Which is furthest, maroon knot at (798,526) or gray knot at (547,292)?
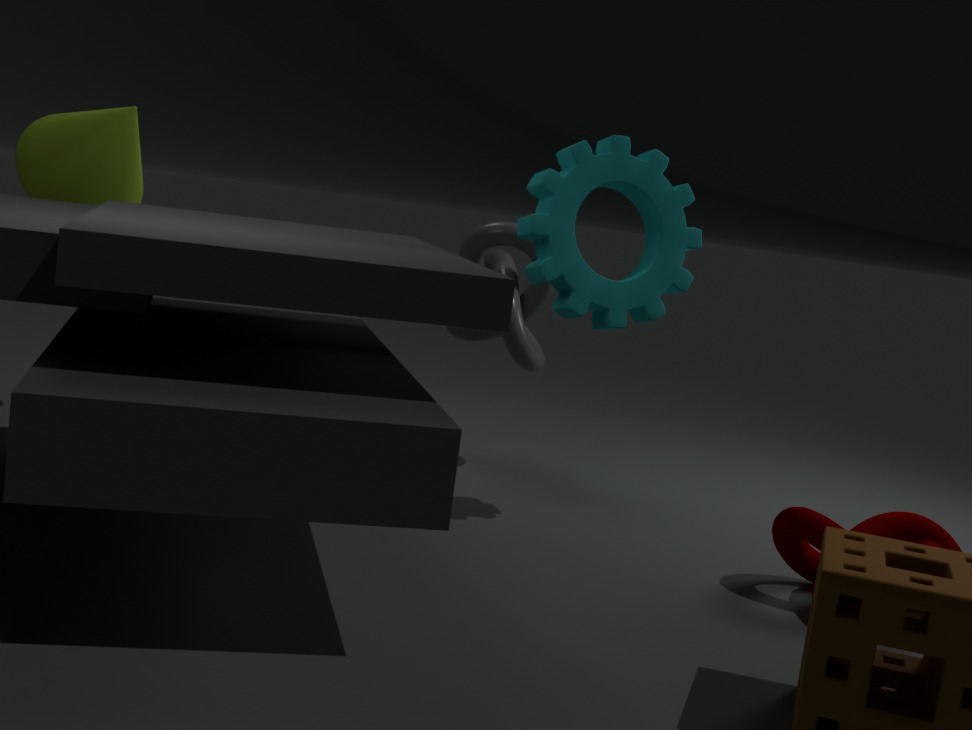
gray knot at (547,292)
